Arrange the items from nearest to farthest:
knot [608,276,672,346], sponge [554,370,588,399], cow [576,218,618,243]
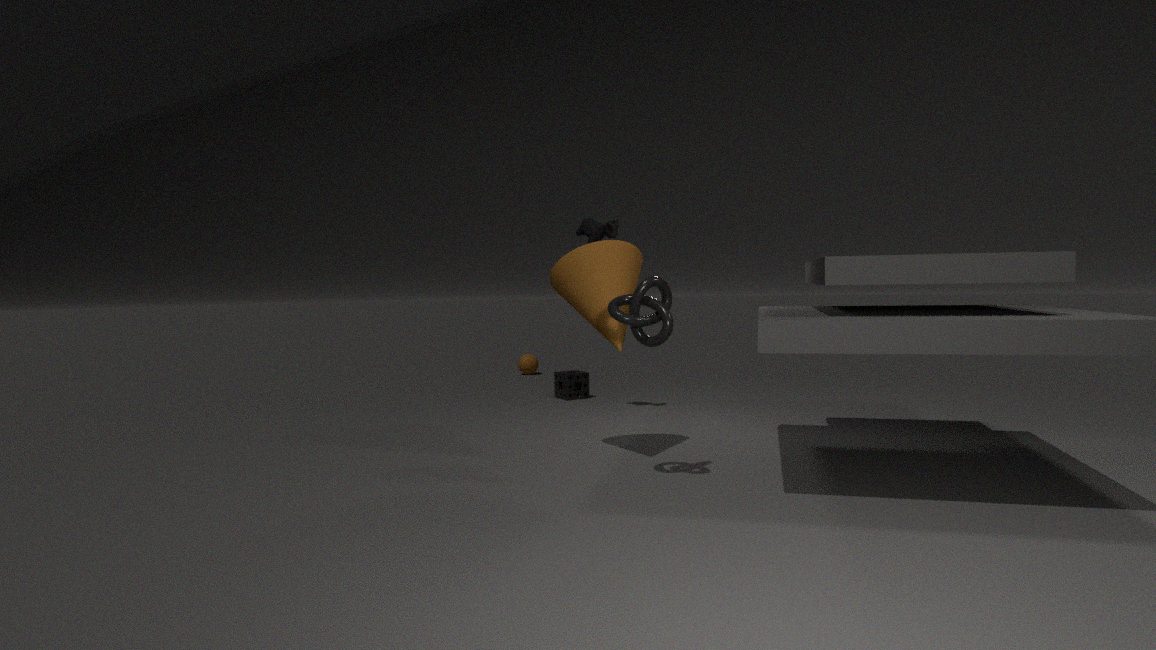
knot [608,276,672,346]
cow [576,218,618,243]
sponge [554,370,588,399]
